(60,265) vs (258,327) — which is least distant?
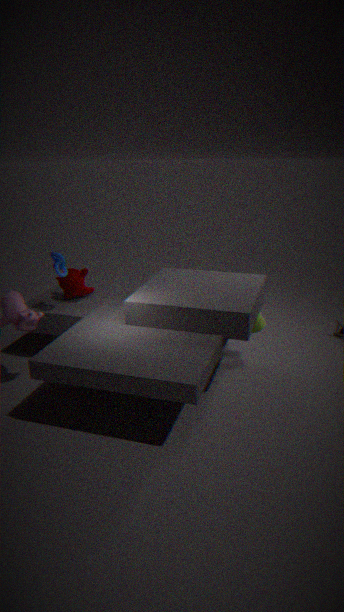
(60,265)
